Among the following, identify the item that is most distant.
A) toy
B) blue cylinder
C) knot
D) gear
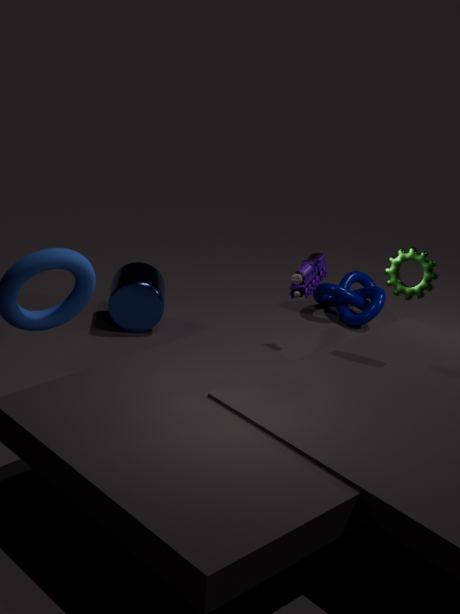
knot
